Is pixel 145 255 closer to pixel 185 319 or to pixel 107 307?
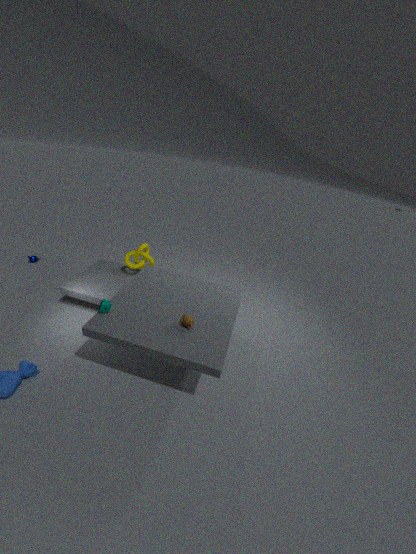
pixel 107 307
